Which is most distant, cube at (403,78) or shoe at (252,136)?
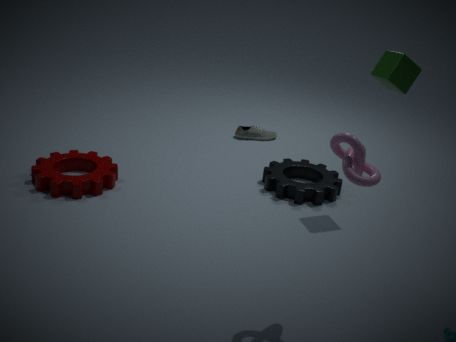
shoe at (252,136)
